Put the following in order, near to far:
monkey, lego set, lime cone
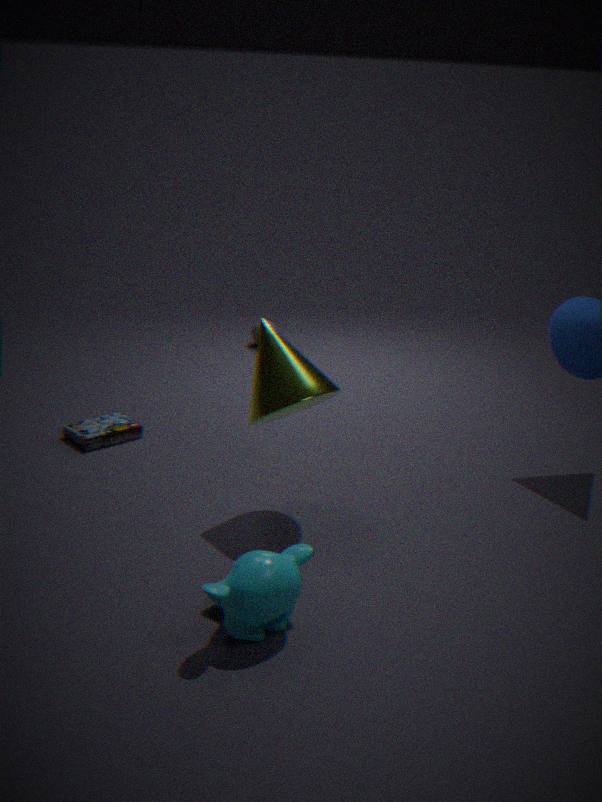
monkey < lime cone < lego set
